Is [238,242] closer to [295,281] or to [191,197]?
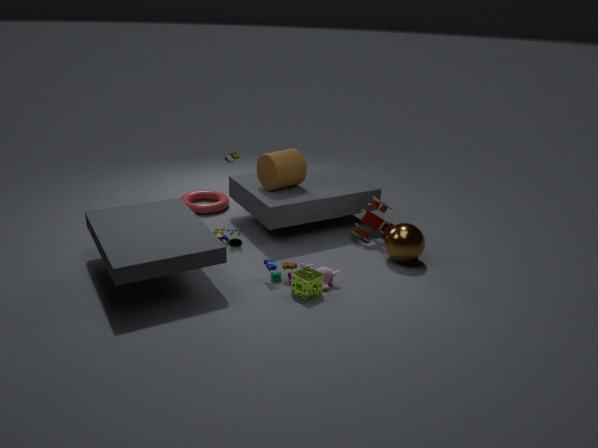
[191,197]
